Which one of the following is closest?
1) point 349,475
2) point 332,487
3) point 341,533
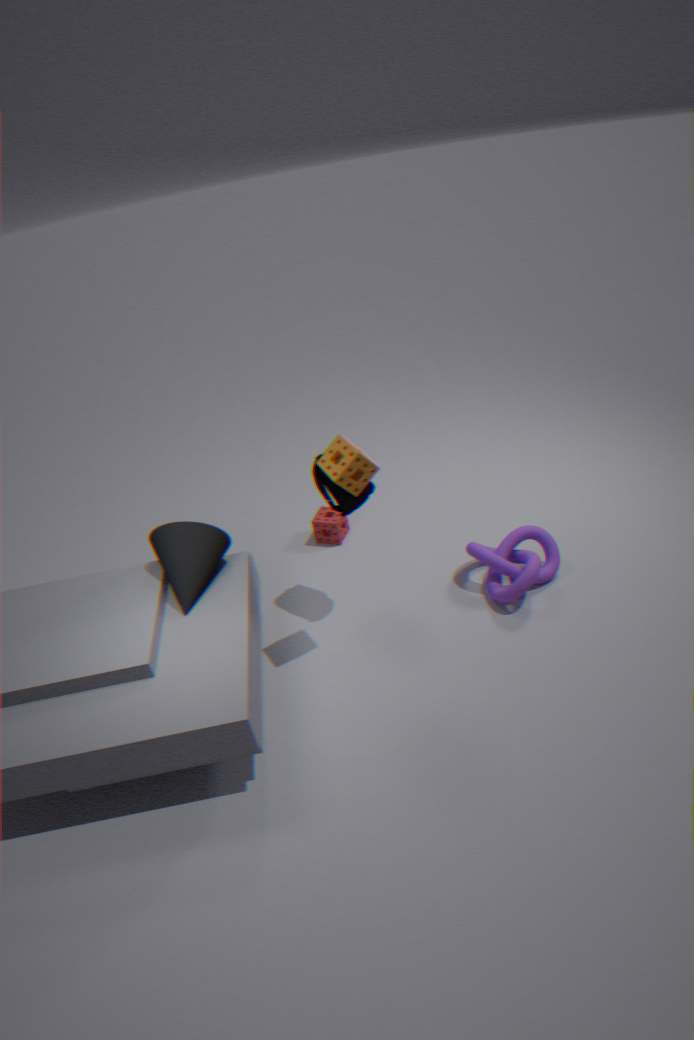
1. point 349,475
